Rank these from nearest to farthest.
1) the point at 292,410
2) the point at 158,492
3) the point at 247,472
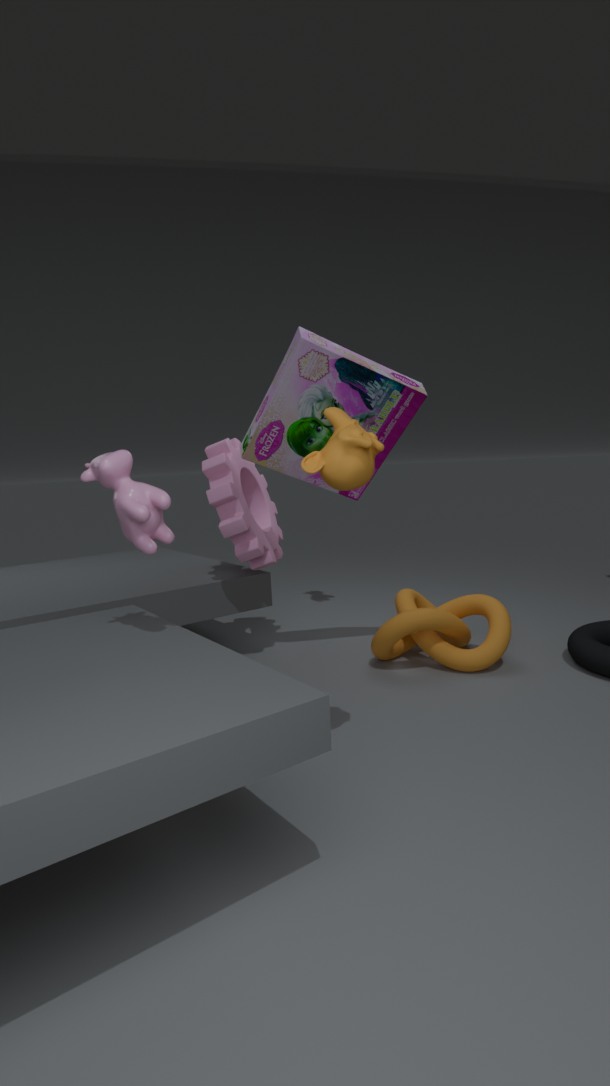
1. 2. the point at 158,492
2. 1. the point at 292,410
3. 3. the point at 247,472
